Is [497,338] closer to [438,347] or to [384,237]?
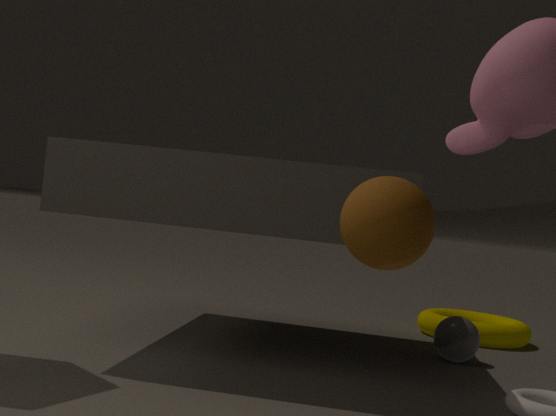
[438,347]
